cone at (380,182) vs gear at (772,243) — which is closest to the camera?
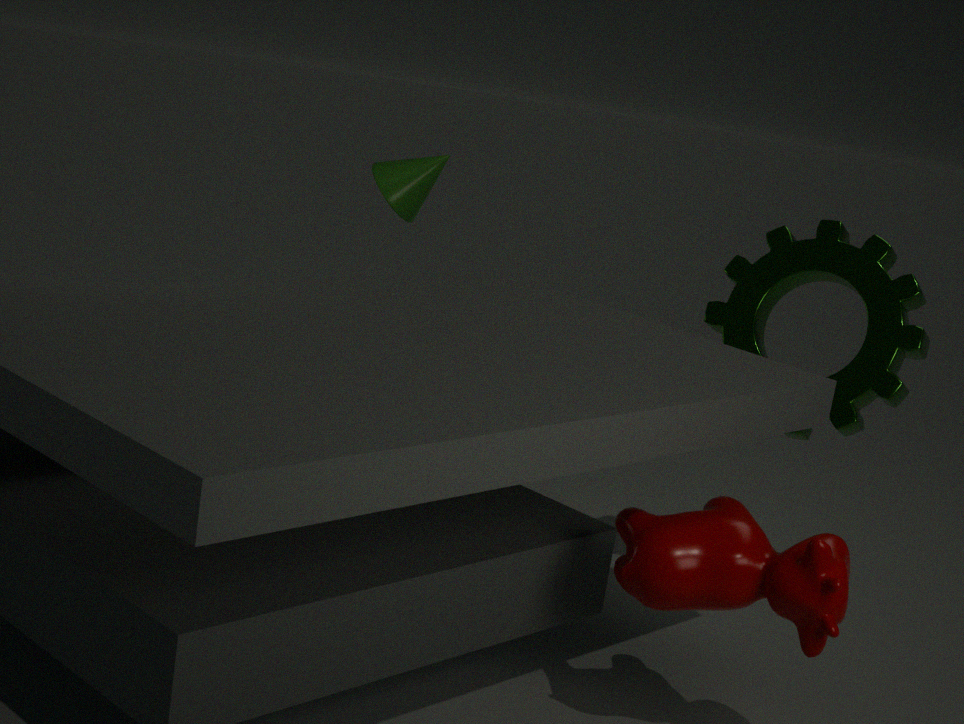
gear at (772,243)
